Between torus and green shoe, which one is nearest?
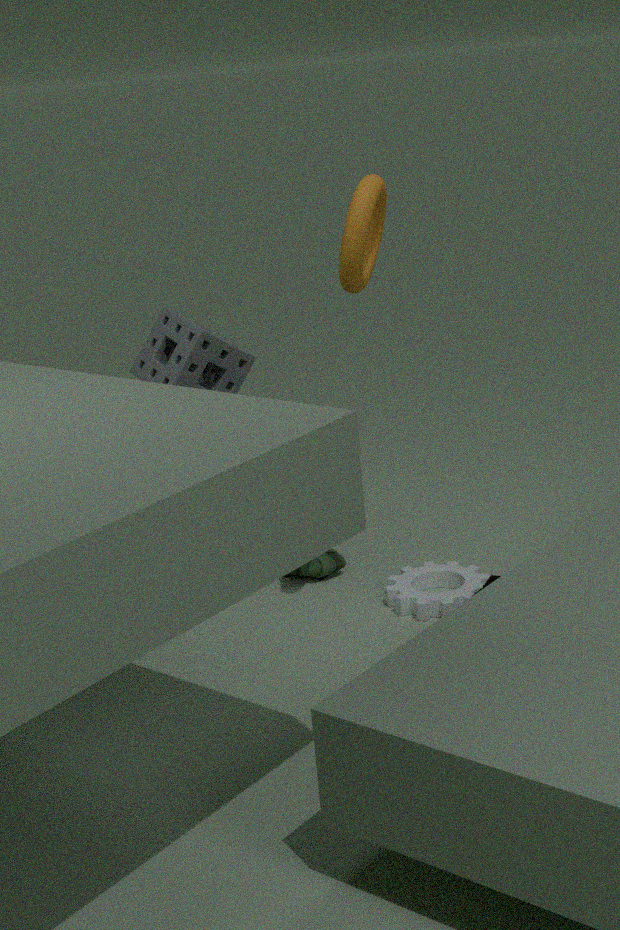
torus
